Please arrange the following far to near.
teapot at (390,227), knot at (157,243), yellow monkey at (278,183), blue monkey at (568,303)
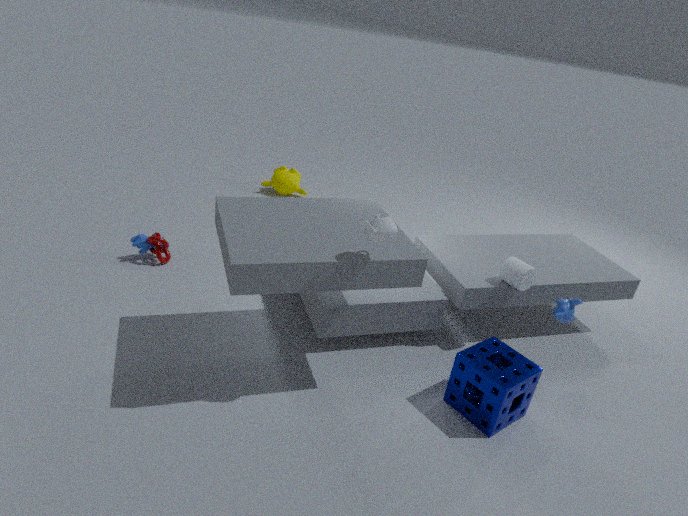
yellow monkey at (278,183) < knot at (157,243) < blue monkey at (568,303) < teapot at (390,227)
